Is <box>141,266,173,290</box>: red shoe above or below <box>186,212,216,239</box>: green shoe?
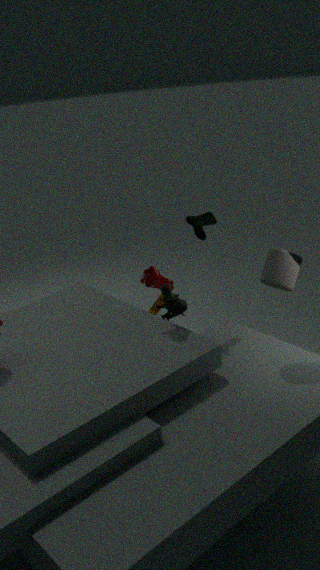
below
